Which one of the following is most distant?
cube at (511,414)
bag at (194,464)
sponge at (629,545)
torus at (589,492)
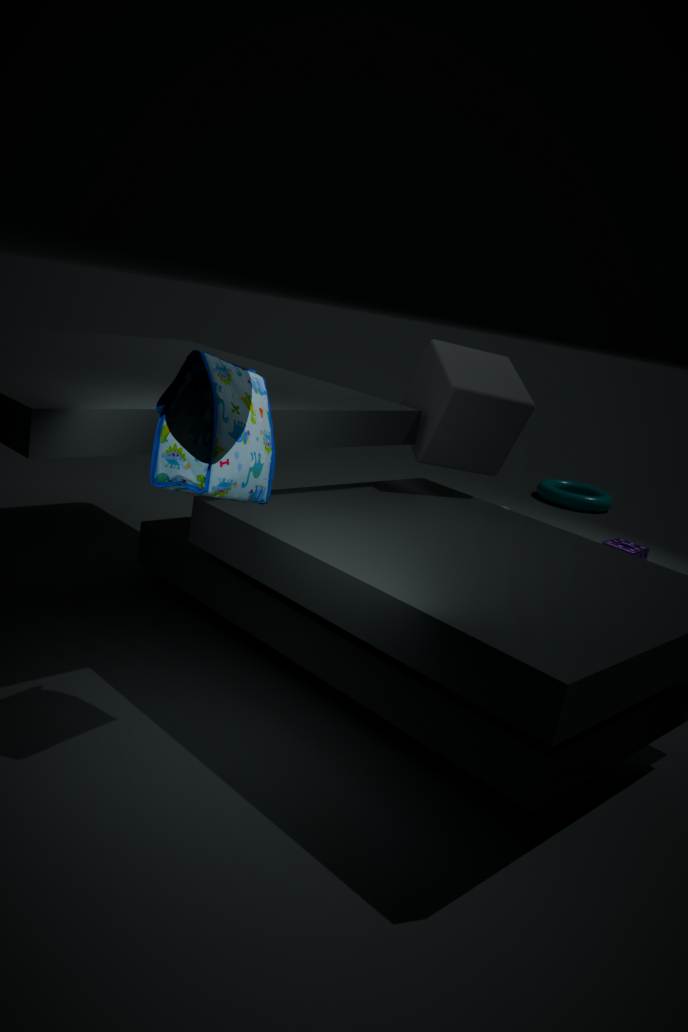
torus at (589,492)
